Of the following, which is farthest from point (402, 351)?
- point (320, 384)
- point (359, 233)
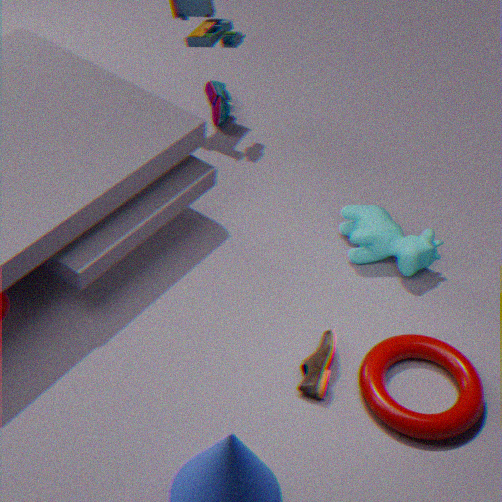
point (359, 233)
